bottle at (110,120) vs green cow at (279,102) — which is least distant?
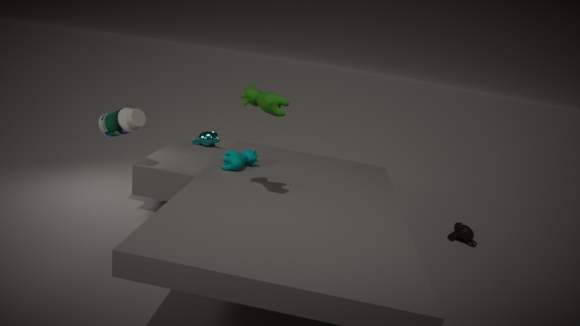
green cow at (279,102)
